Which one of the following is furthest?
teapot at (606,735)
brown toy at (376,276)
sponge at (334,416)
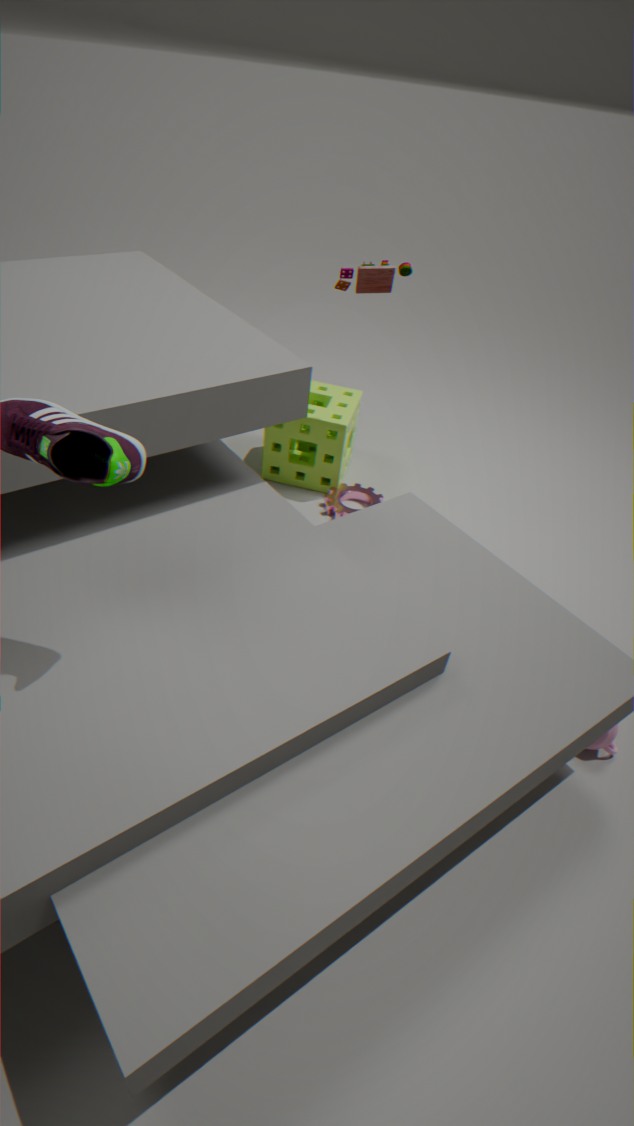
sponge at (334,416)
